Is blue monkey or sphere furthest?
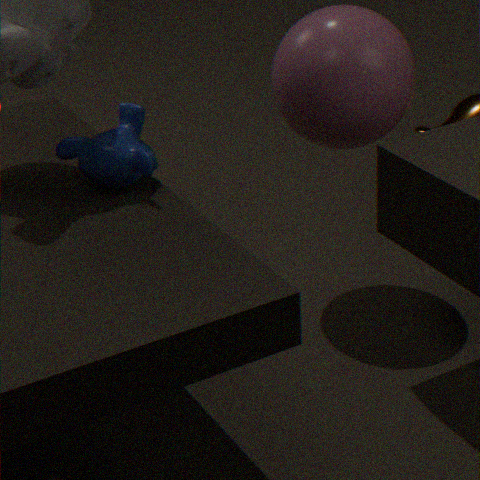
sphere
